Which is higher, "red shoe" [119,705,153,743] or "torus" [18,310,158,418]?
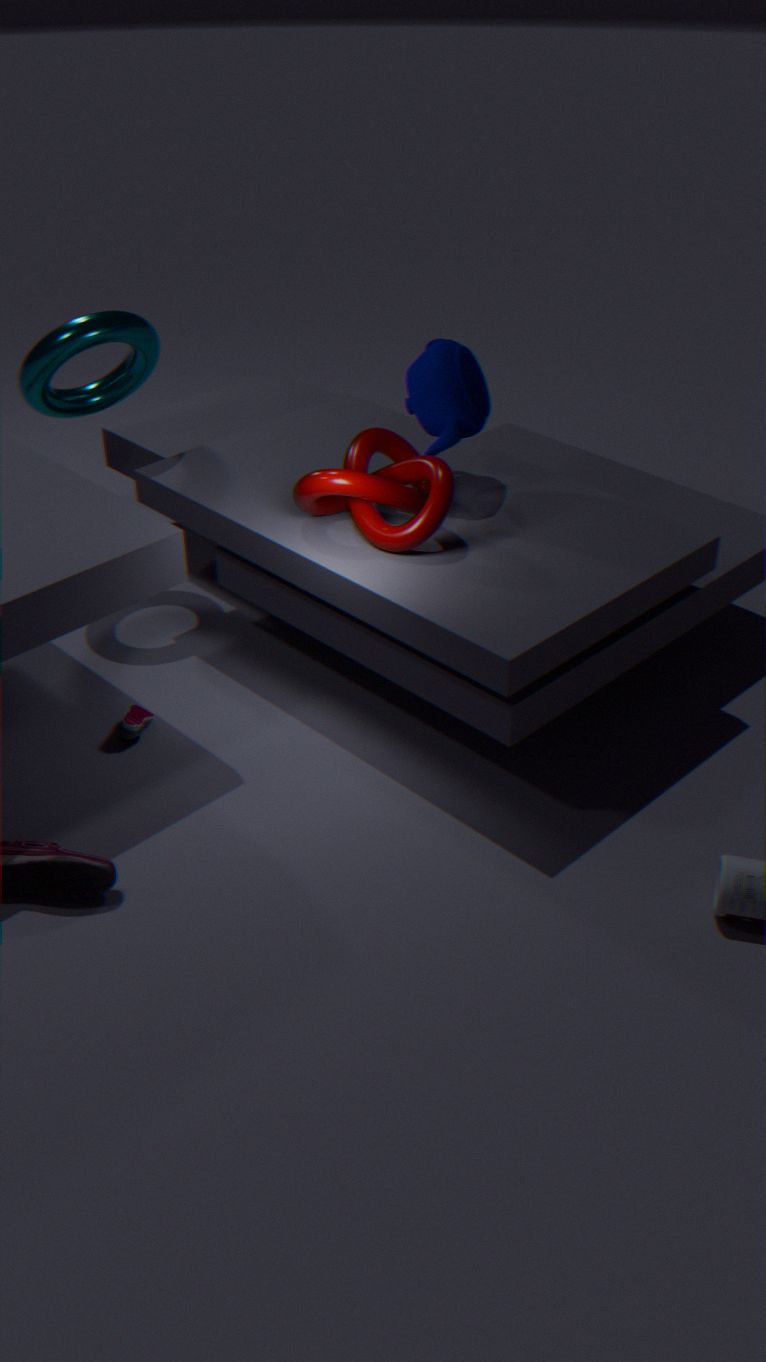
"torus" [18,310,158,418]
